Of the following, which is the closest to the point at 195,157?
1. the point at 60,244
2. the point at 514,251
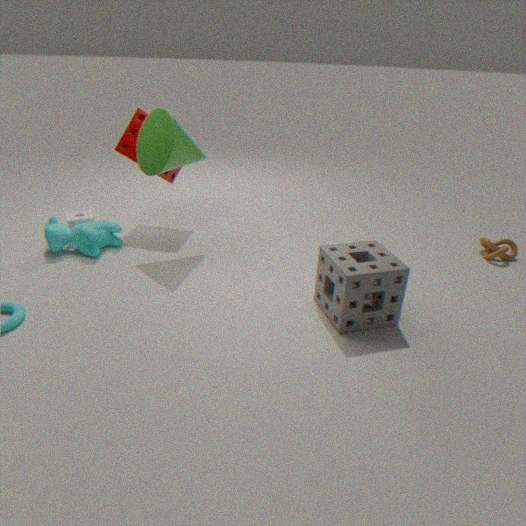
the point at 60,244
